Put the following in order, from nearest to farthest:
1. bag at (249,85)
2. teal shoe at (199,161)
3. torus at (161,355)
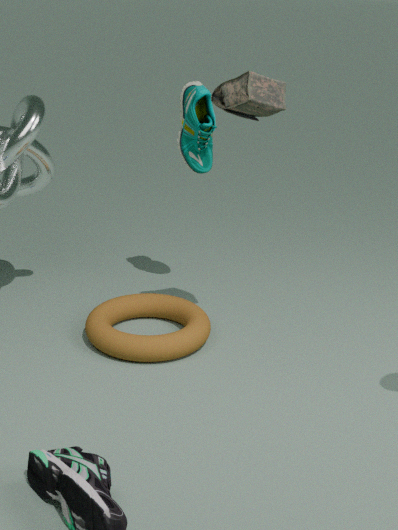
1. bag at (249,85)
2. torus at (161,355)
3. teal shoe at (199,161)
